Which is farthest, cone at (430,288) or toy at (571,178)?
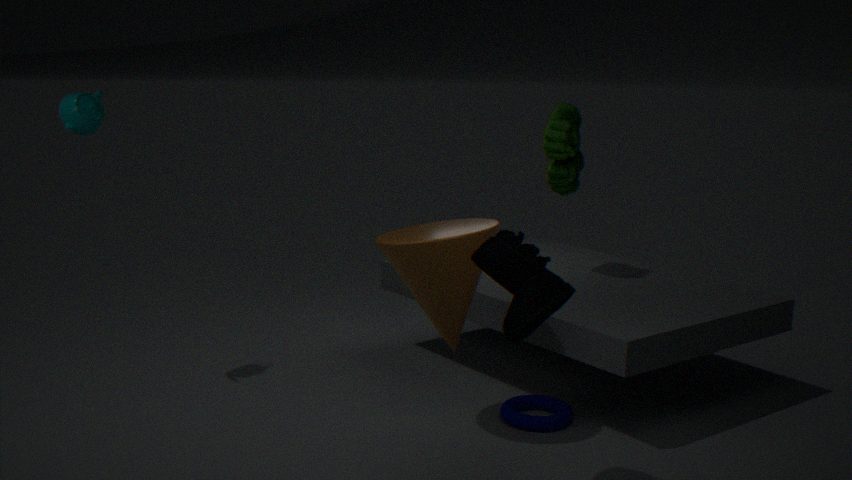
toy at (571,178)
